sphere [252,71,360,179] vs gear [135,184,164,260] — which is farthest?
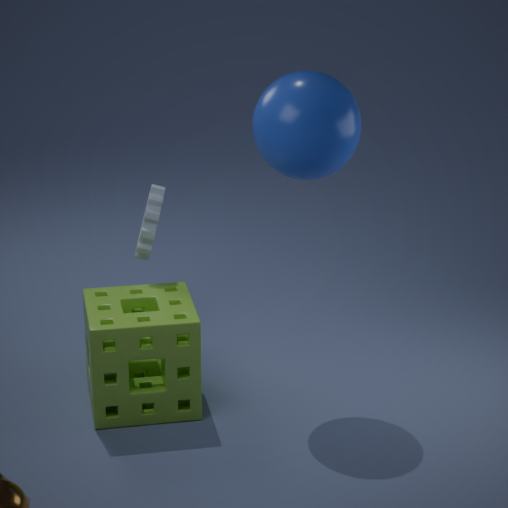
gear [135,184,164,260]
